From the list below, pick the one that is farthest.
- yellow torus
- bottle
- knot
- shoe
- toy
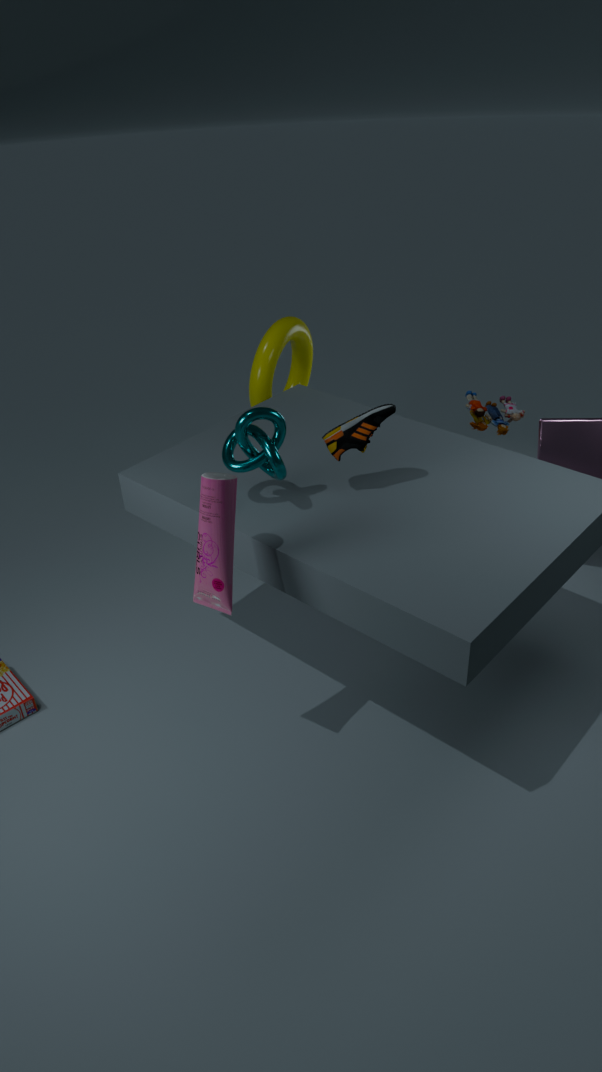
yellow torus
